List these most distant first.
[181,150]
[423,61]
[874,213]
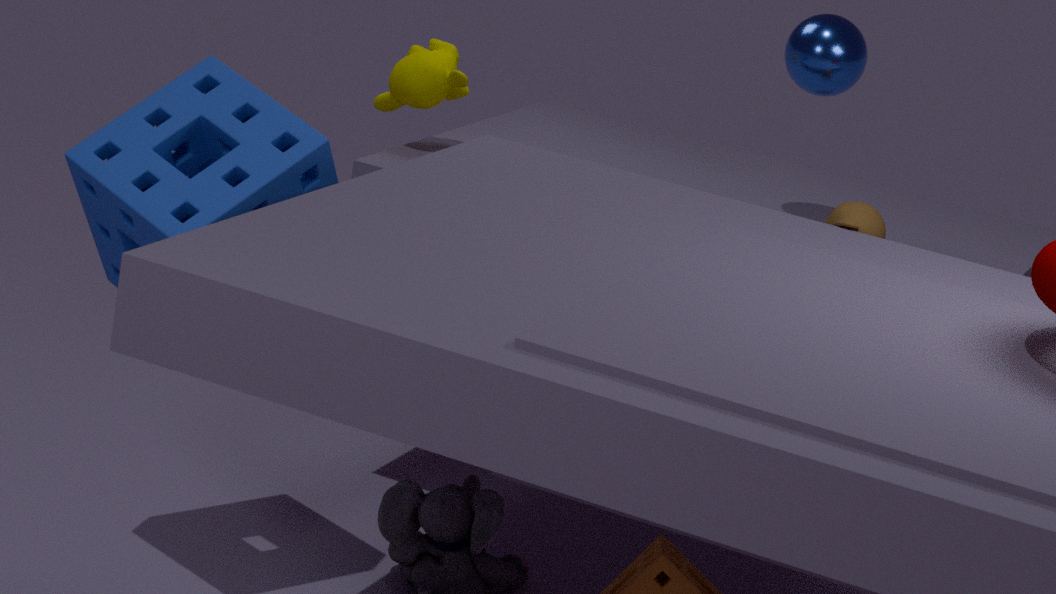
[423,61] < [874,213] < [181,150]
